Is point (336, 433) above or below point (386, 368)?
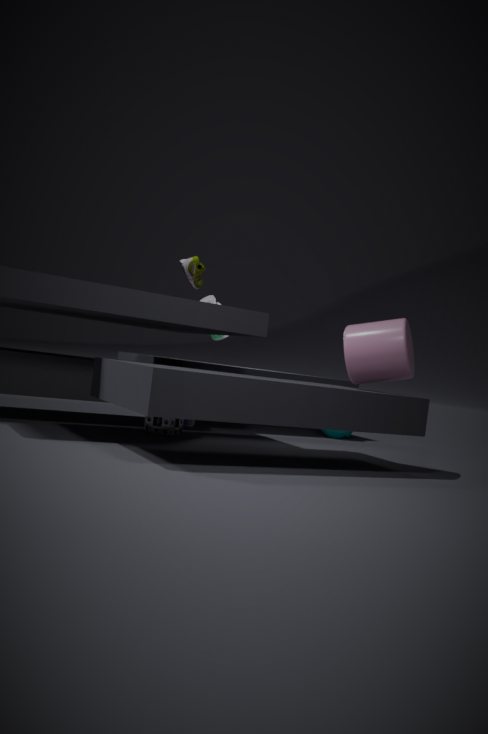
below
